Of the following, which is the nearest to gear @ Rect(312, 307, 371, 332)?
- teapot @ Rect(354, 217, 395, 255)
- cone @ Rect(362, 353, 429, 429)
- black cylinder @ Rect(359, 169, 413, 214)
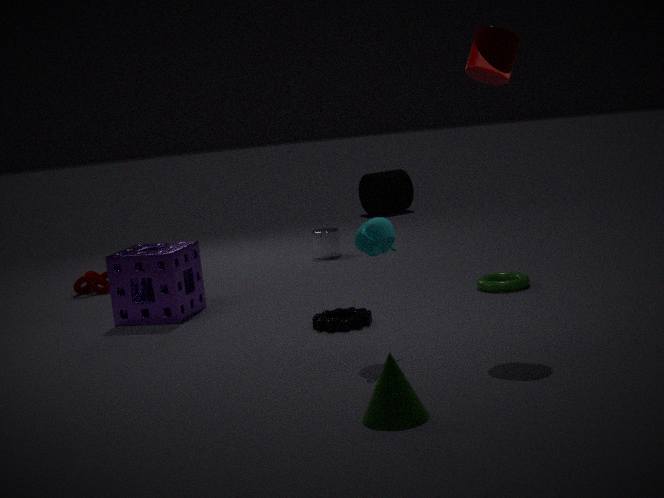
teapot @ Rect(354, 217, 395, 255)
